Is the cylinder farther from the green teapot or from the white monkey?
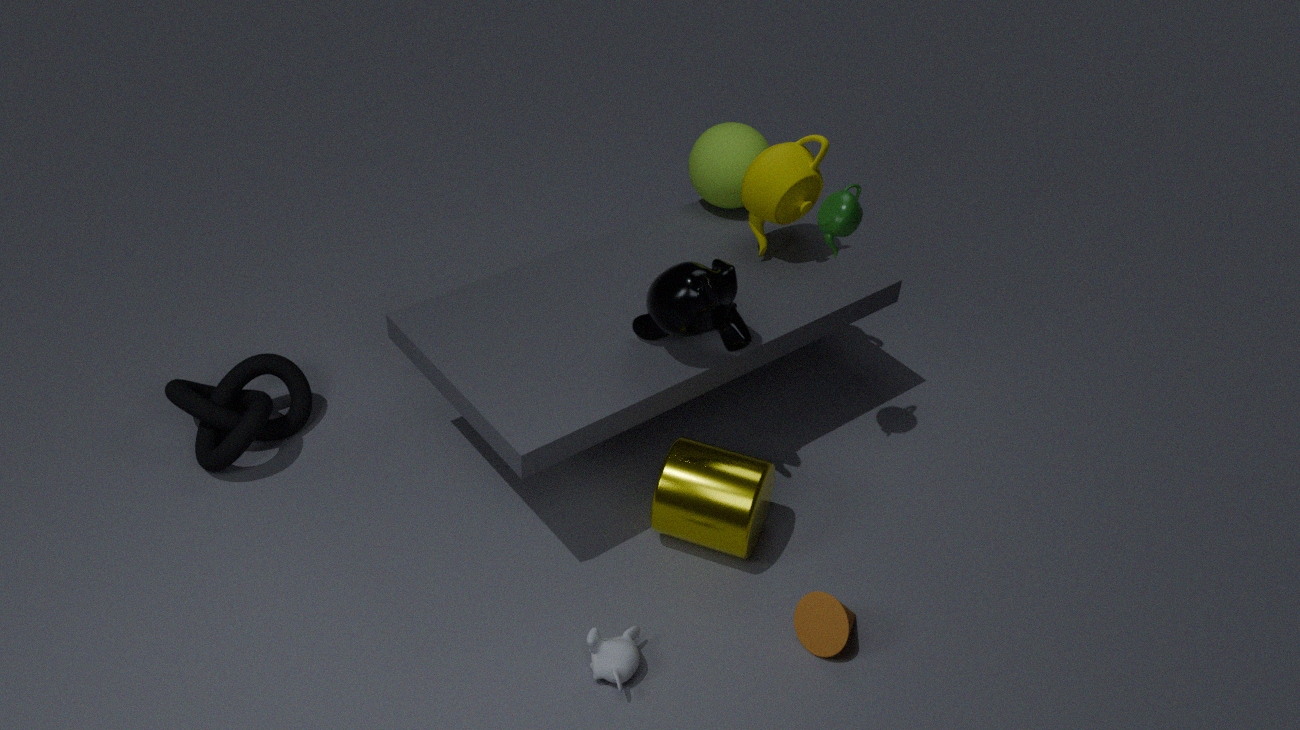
the green teapot
